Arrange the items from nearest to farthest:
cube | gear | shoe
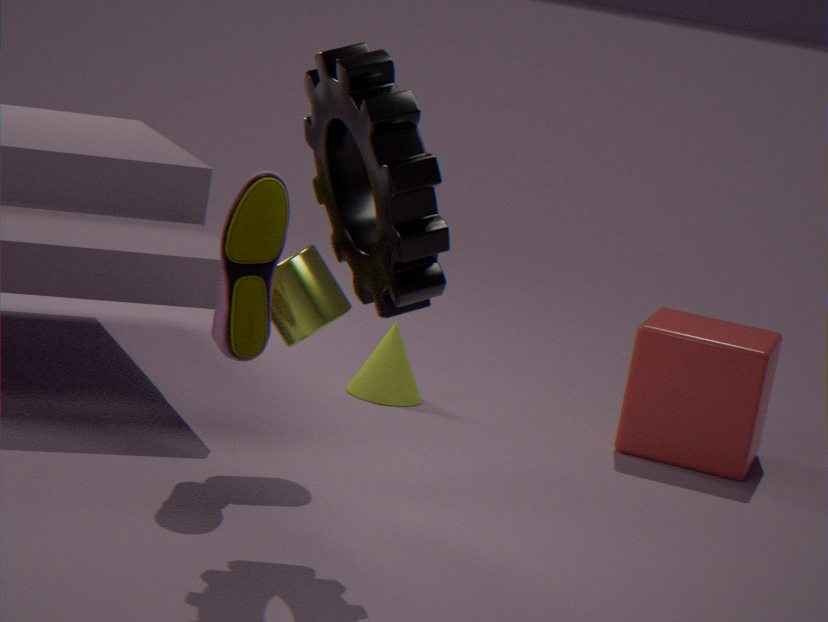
gear, shoe, cube
